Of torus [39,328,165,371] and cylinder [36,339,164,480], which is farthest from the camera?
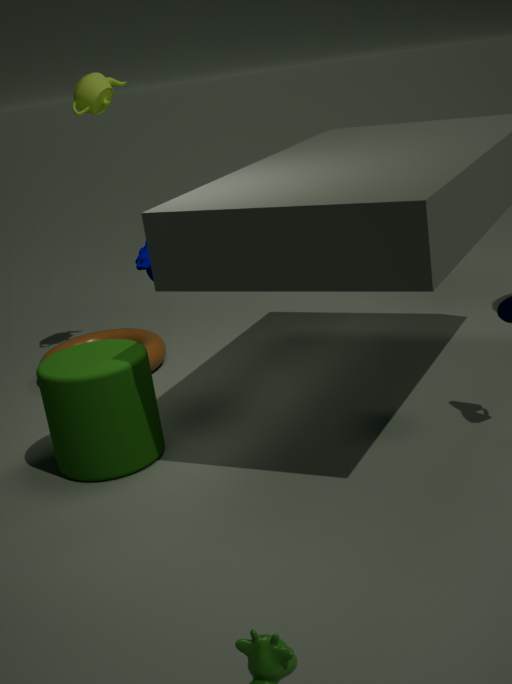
torus [39,328,165,371]
